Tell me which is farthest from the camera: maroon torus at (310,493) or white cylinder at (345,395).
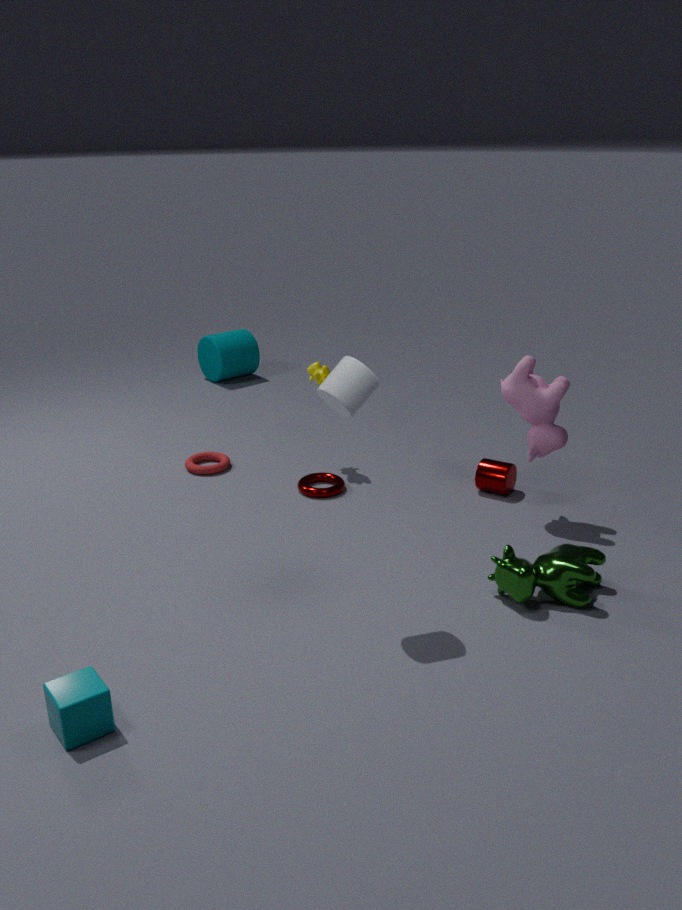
maroon torus at (310,493)
